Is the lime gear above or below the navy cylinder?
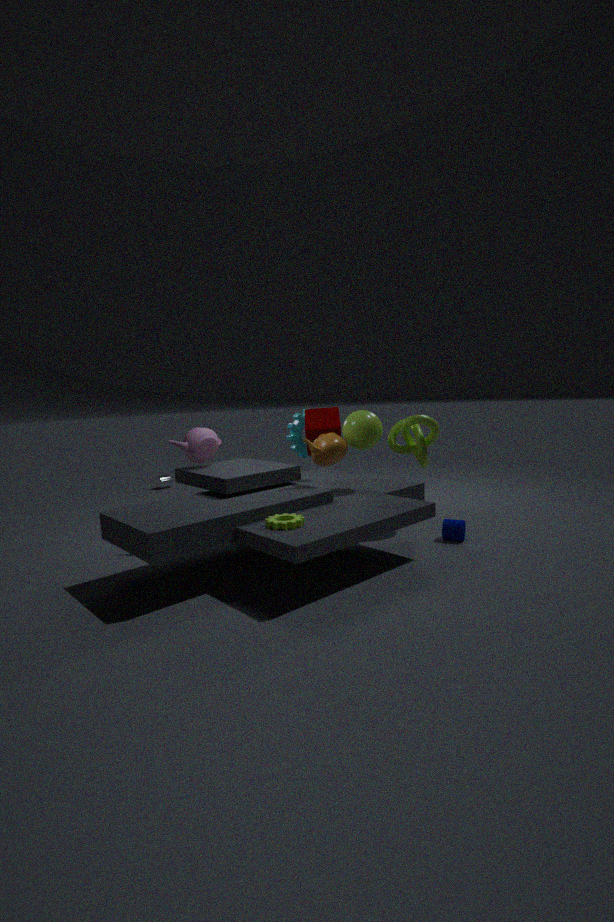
above
